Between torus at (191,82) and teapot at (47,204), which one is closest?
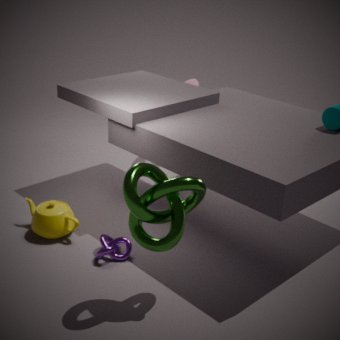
teapot at (47,204)
